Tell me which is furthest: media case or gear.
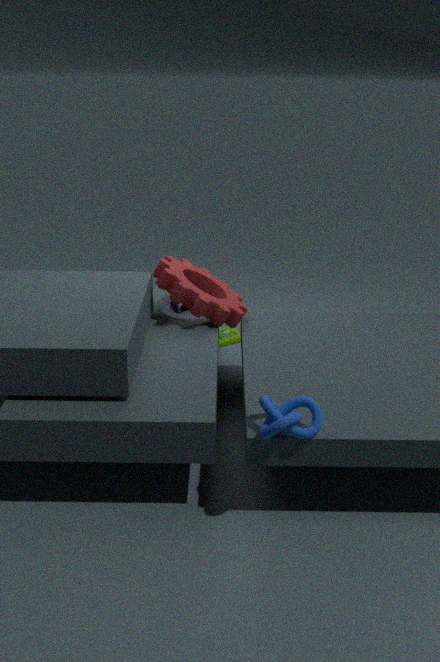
media case
